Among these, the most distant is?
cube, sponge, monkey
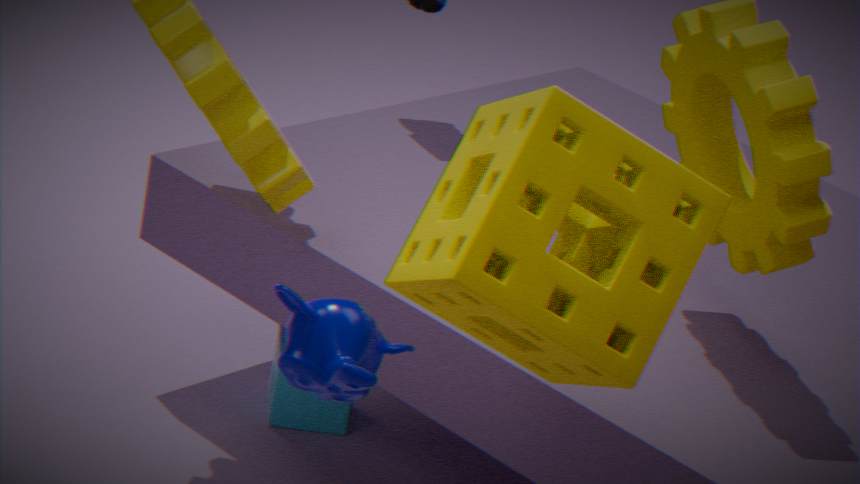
cube
